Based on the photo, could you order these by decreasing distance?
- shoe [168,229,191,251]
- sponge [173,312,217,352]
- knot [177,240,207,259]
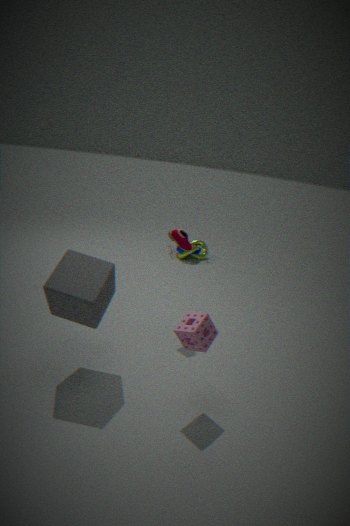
knot [177,240,207,259]
shoe [168,229,191,251]
sponge [173,312,217,352]
